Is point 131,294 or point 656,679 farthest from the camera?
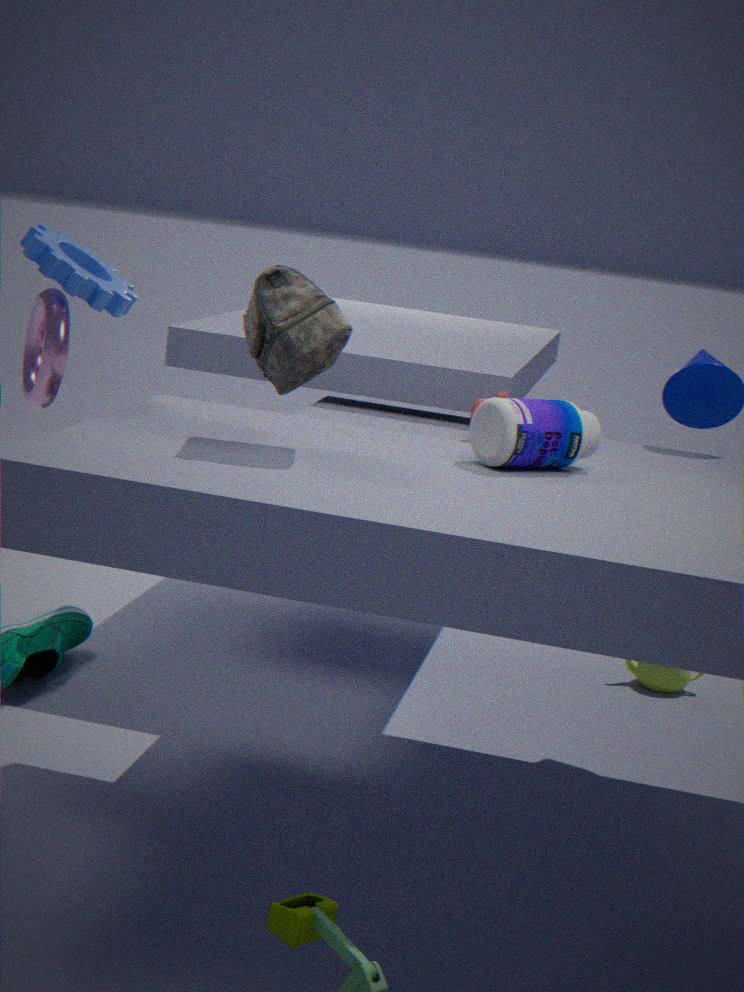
point 656,679
